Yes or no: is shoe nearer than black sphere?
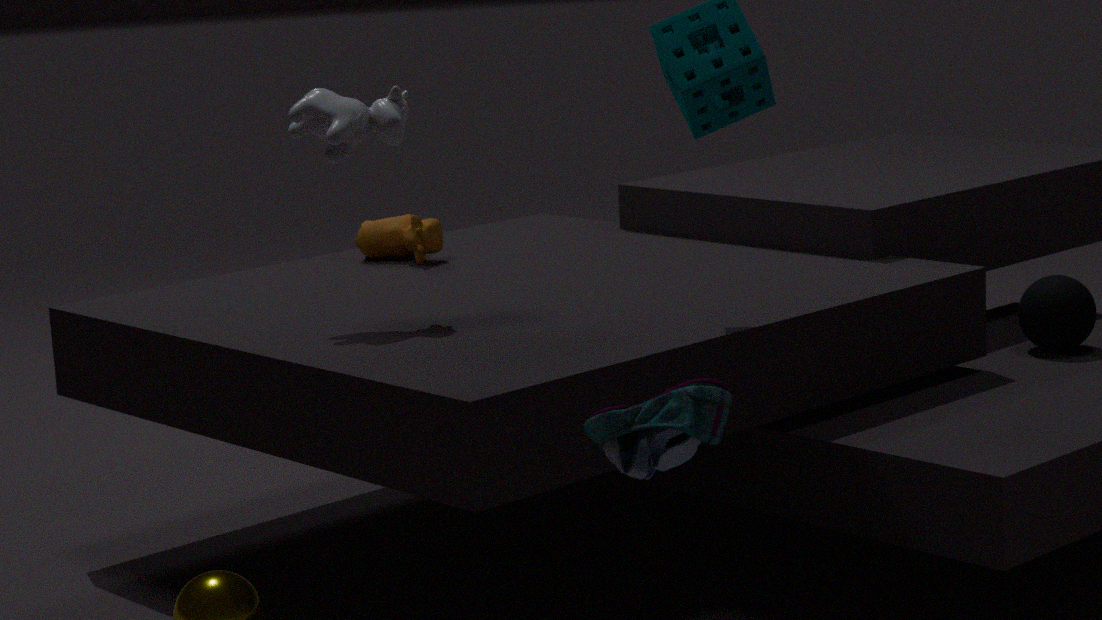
Yes
